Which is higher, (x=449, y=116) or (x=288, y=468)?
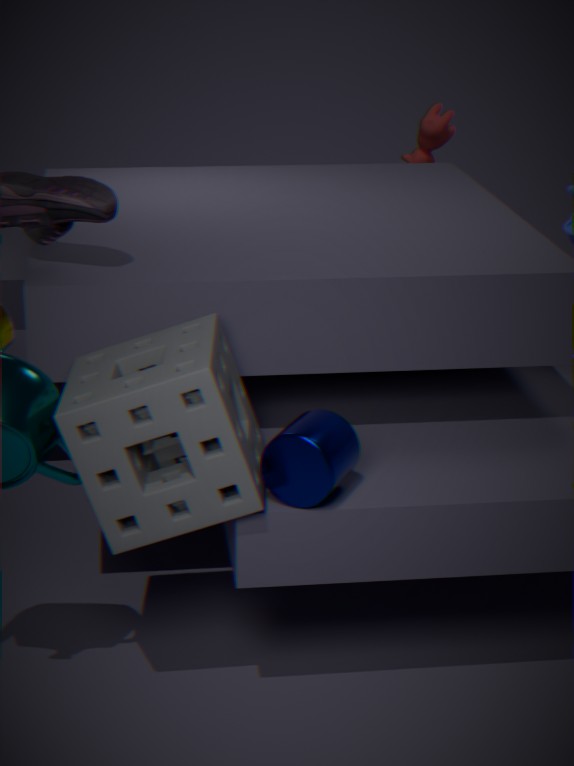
(x=449, y=116)
